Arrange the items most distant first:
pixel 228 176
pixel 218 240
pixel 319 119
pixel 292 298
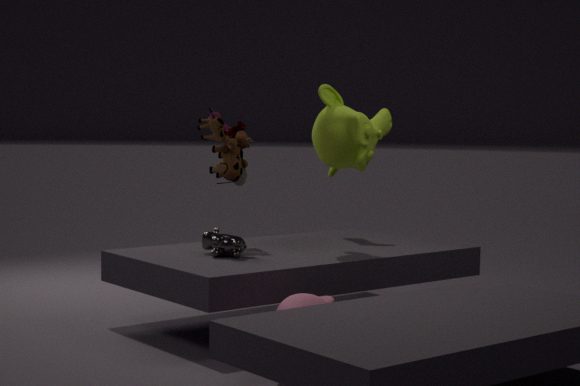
pixel 228 176
pixel 319 119
pixel 218 240
pixel 292 298
